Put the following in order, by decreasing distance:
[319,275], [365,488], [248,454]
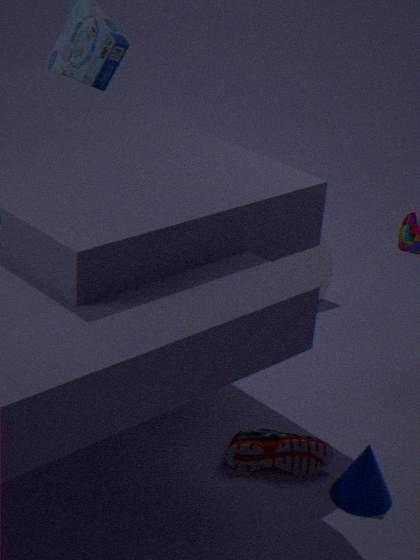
1. [319,275]
2. [248,454]
3. [365,488]
